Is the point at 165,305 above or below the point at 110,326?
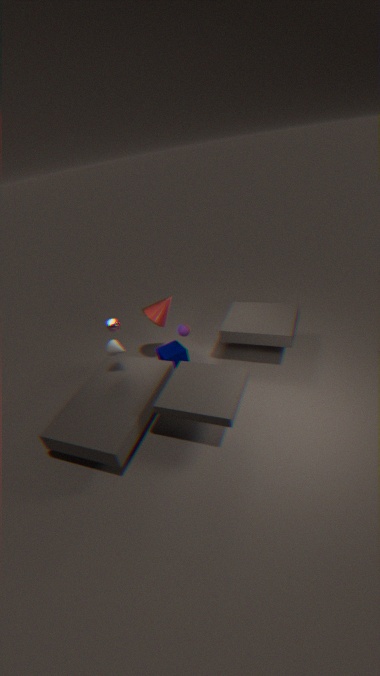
below
